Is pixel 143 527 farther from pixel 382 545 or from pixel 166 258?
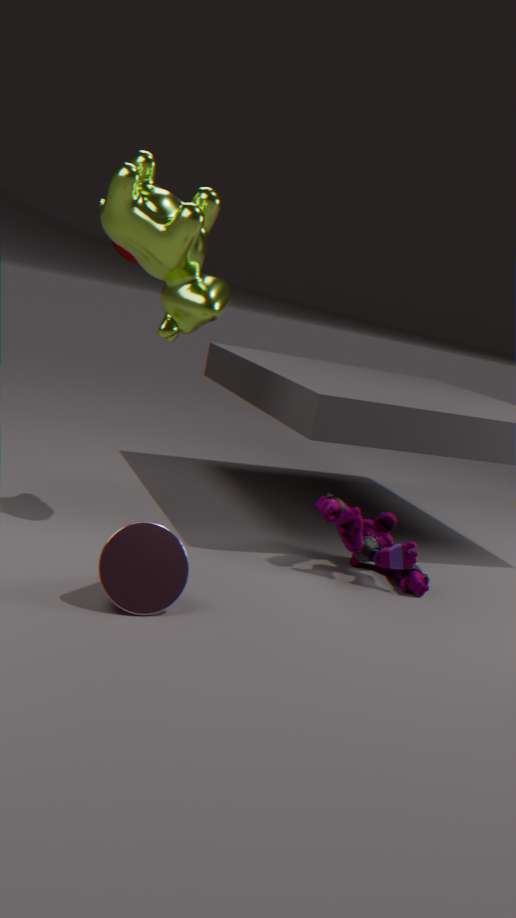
pixel 166 258
